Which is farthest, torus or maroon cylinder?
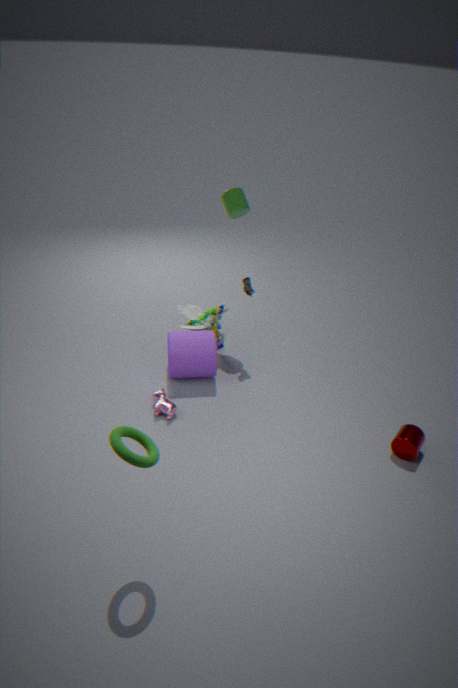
maroon cylinder
